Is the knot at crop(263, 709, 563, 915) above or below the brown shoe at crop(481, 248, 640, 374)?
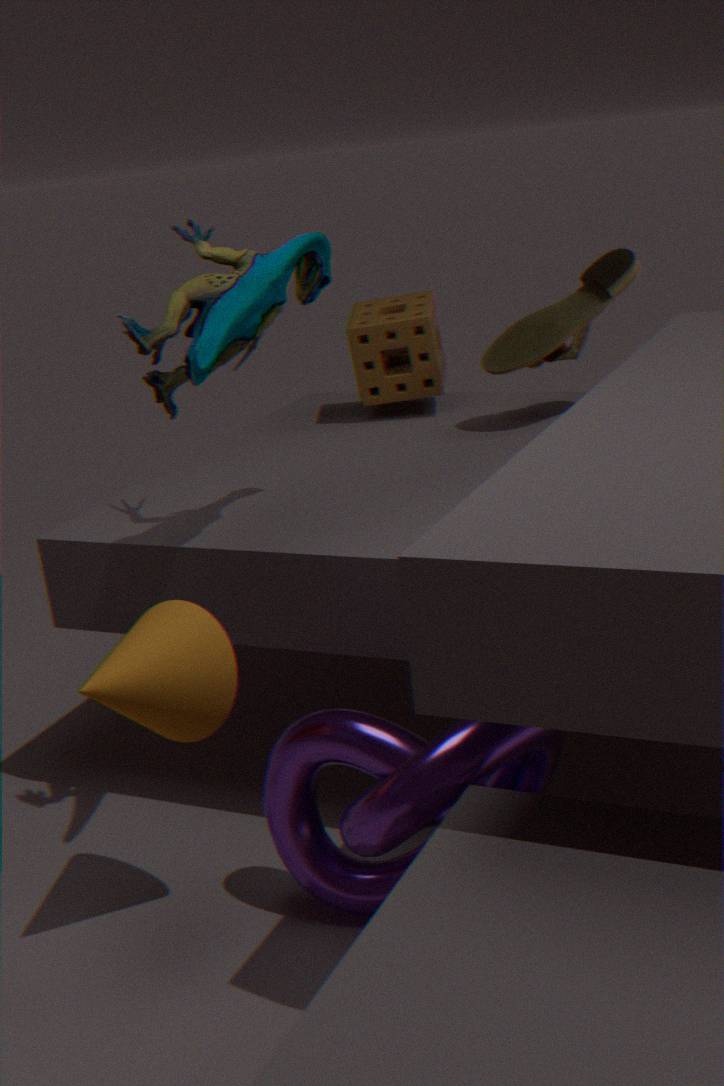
below
